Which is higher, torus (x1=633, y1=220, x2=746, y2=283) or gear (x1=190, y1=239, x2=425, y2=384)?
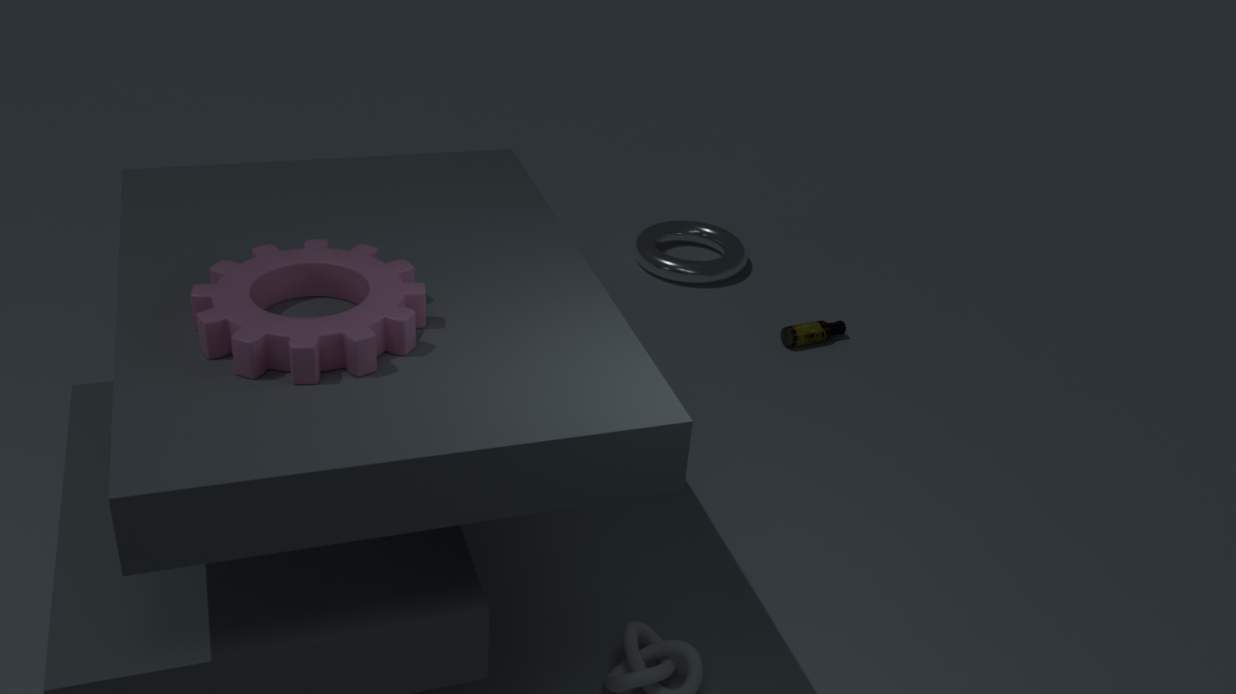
gear (x1=190, y1=239, x2=425, y2=384)
